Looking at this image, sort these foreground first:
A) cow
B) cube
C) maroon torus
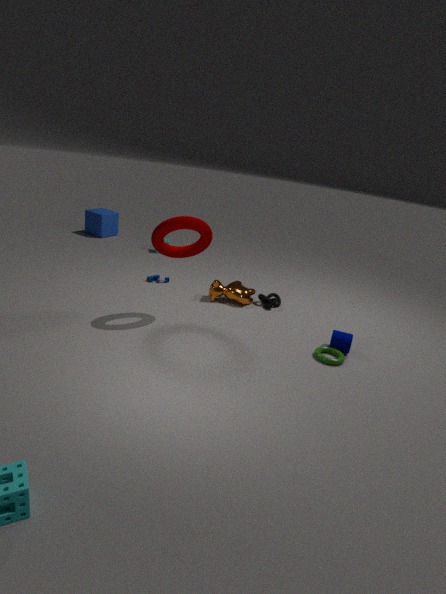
maroon torus
cow
cube
